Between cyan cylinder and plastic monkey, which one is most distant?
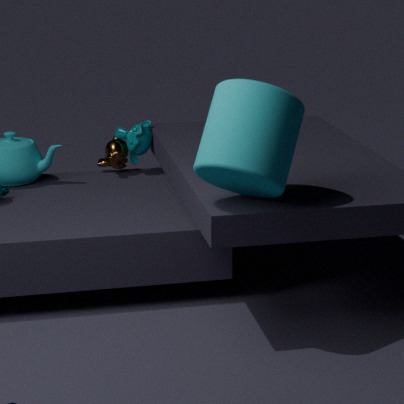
plastic monkey
